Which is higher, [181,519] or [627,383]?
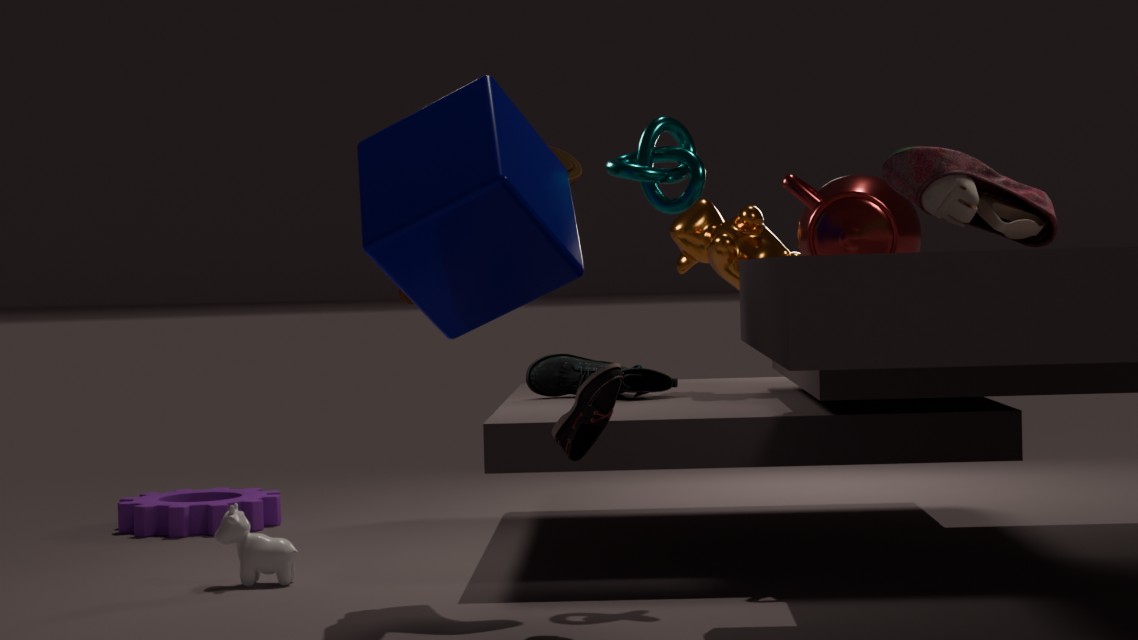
[627,383]
